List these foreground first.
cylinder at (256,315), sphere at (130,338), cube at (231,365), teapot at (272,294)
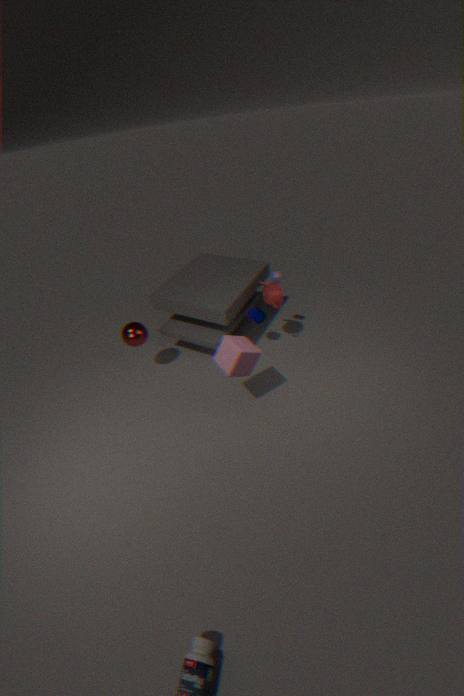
cube at (231,365) < sphere at (130,338) < teapot at (272,294) < cylinder at (256,315)
